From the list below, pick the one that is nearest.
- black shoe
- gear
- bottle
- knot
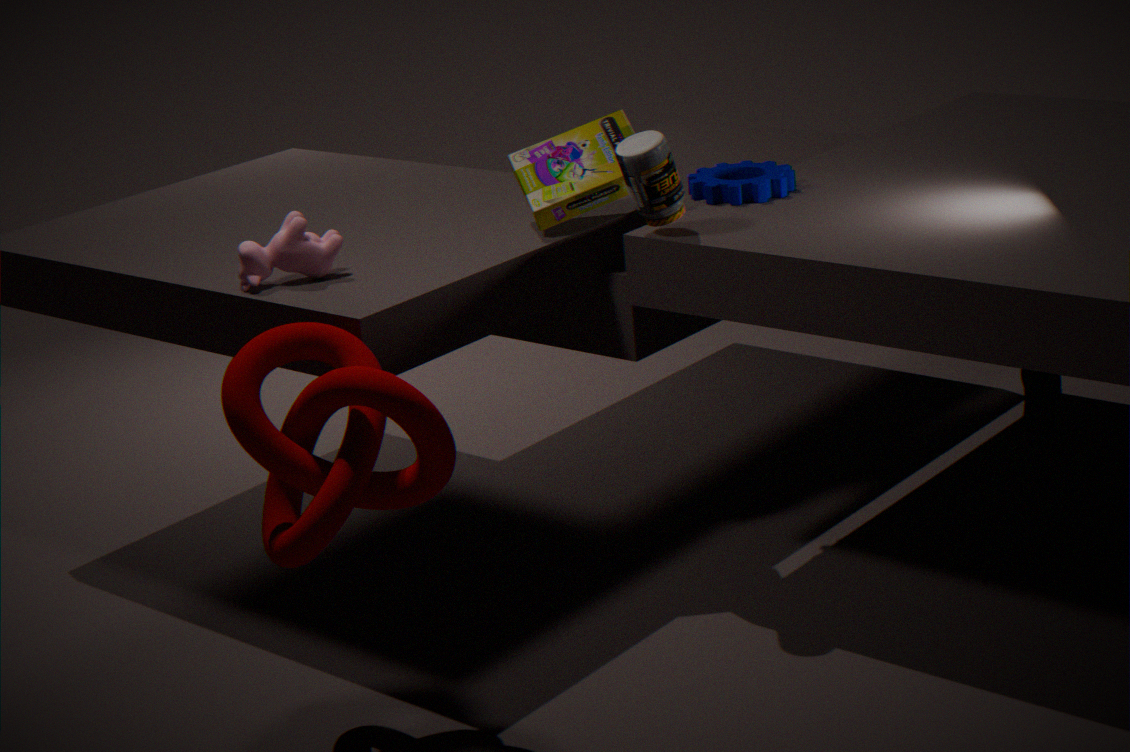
knot
